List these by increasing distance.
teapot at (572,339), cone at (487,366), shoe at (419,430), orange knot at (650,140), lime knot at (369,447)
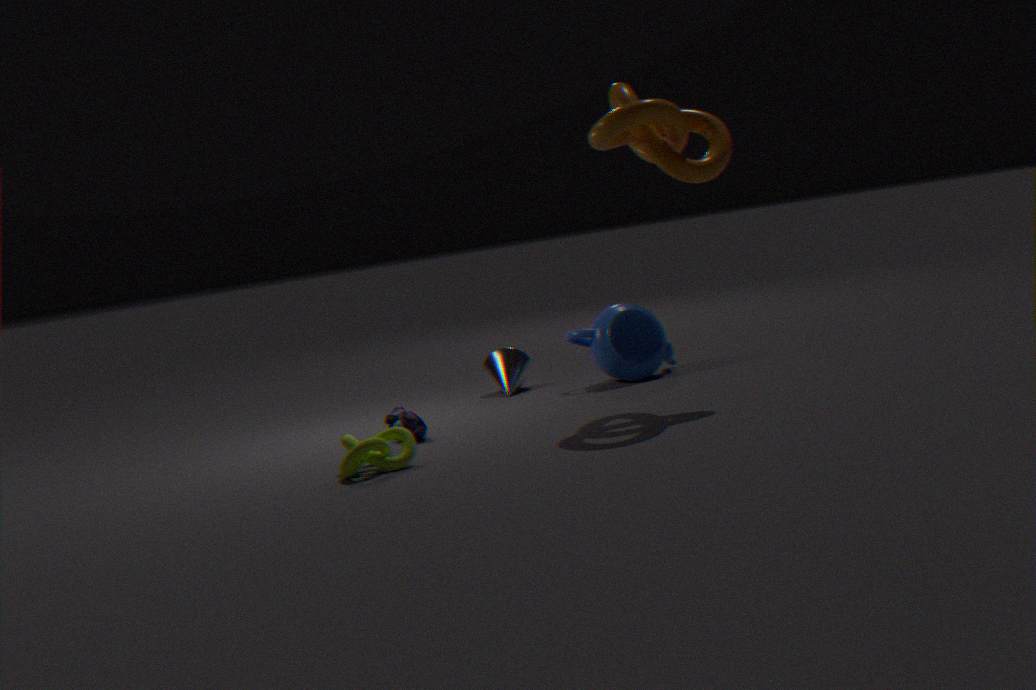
1. lime knot at (369,447)
2. orange knot at (650,140)
3. shoe at (419,430)
4. teapot at (572,339)
5. cone at (487,366)
